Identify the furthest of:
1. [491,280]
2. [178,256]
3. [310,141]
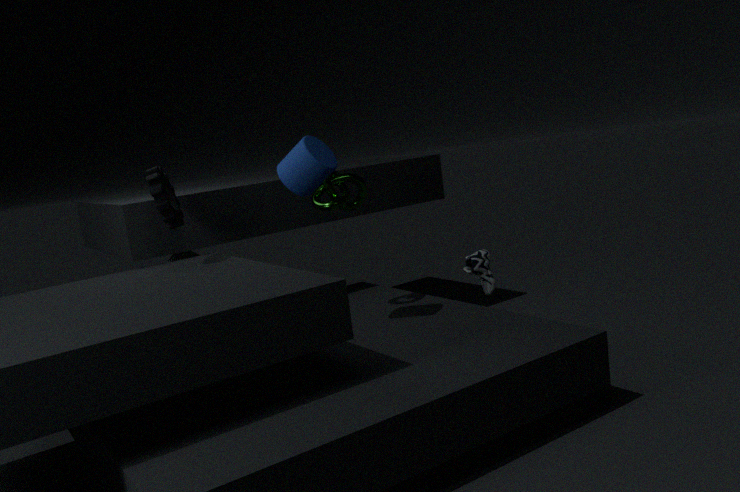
[178,256]
